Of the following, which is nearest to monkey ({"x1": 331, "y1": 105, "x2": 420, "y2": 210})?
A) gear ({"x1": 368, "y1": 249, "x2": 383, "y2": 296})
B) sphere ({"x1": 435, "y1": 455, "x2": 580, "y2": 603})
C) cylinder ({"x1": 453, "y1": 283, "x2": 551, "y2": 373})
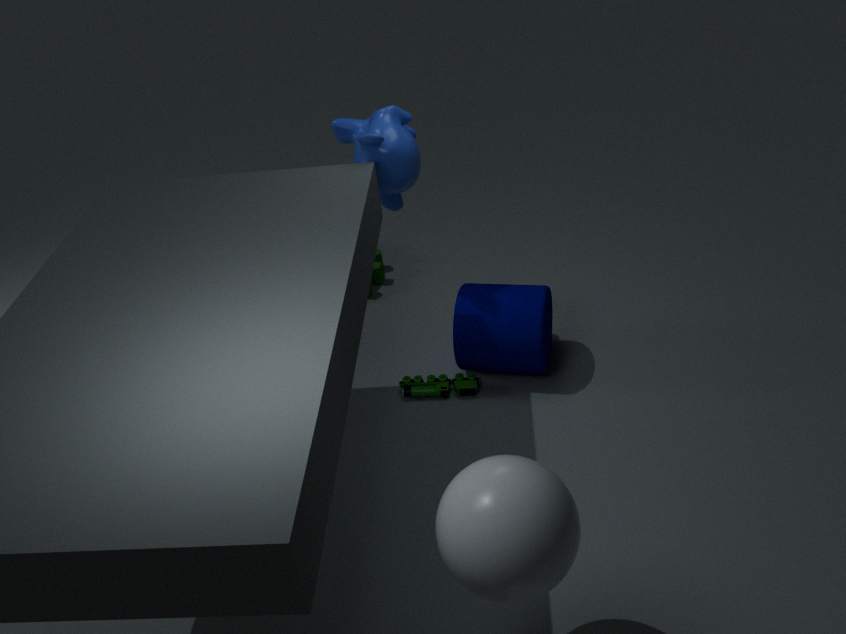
cylinder ({"x1": 453, "y1": 283, "x2": 551, "y2": 373})
